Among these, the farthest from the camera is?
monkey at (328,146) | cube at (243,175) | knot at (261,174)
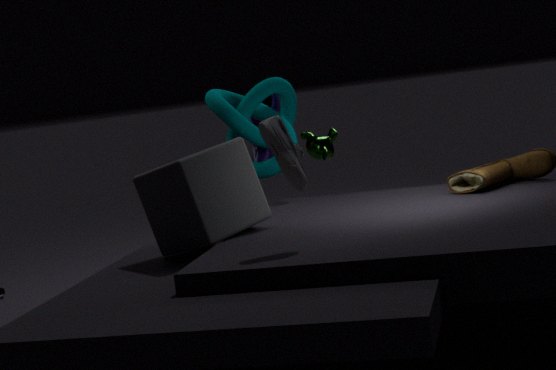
monkey at (328,146)
